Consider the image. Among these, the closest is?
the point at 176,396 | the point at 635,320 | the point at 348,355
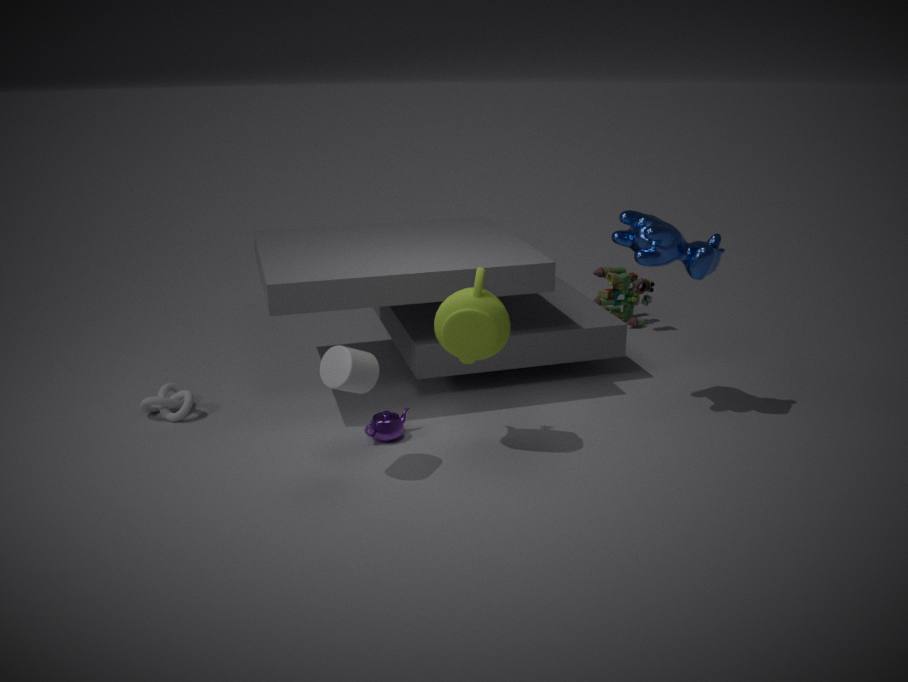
the point at 348,355
